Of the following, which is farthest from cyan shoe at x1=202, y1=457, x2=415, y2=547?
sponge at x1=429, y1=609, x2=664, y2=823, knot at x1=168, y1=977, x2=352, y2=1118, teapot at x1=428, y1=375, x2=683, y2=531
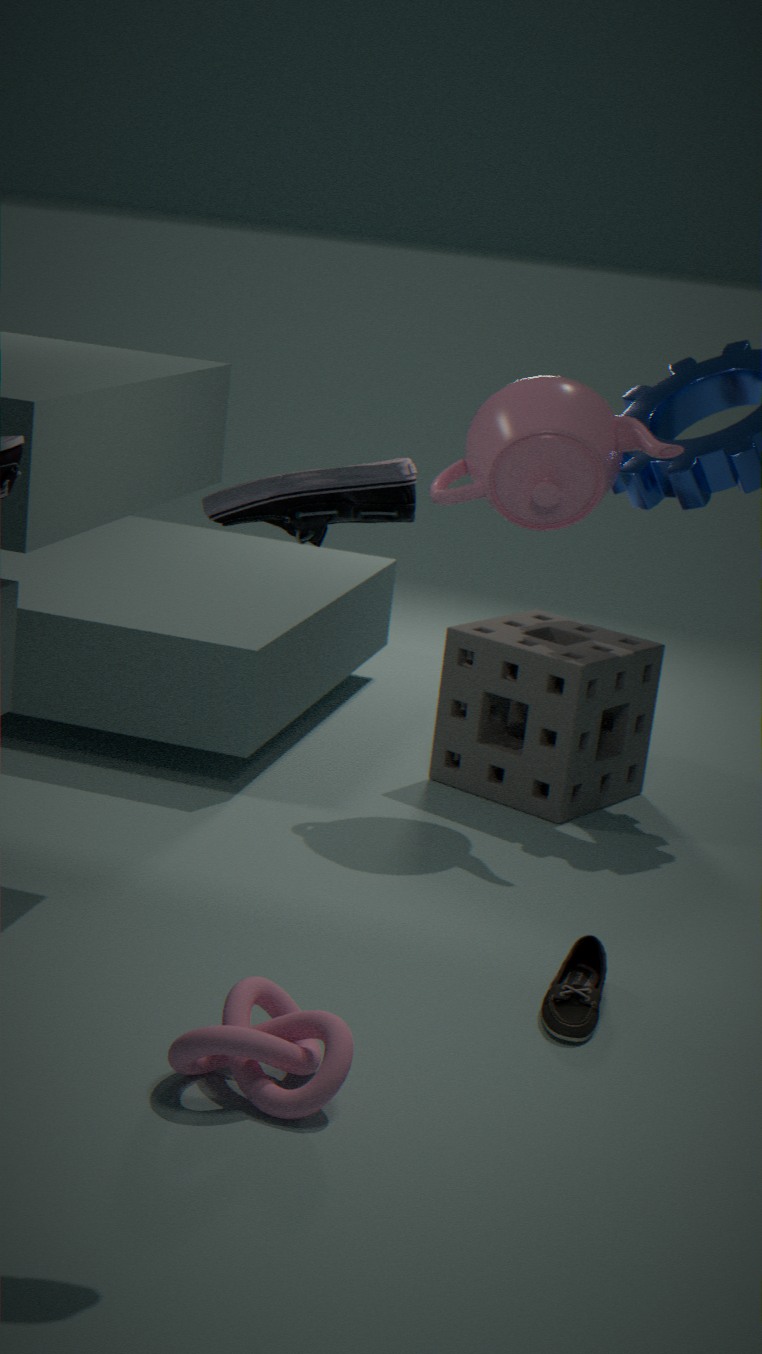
sponge at x1=429, y1=609, x2=664, y2=823
